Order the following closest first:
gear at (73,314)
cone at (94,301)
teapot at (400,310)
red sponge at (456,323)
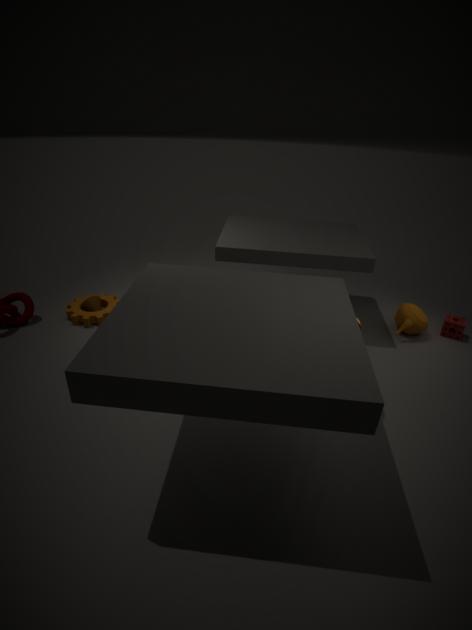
teapot at (400,310)
gear at (73,314)
red sponge at (456,323)
cone at (94,301)
